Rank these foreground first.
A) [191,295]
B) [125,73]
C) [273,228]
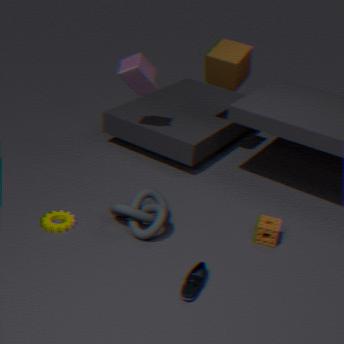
1. [191,295]
2. [273,228]
3. [125,73]
